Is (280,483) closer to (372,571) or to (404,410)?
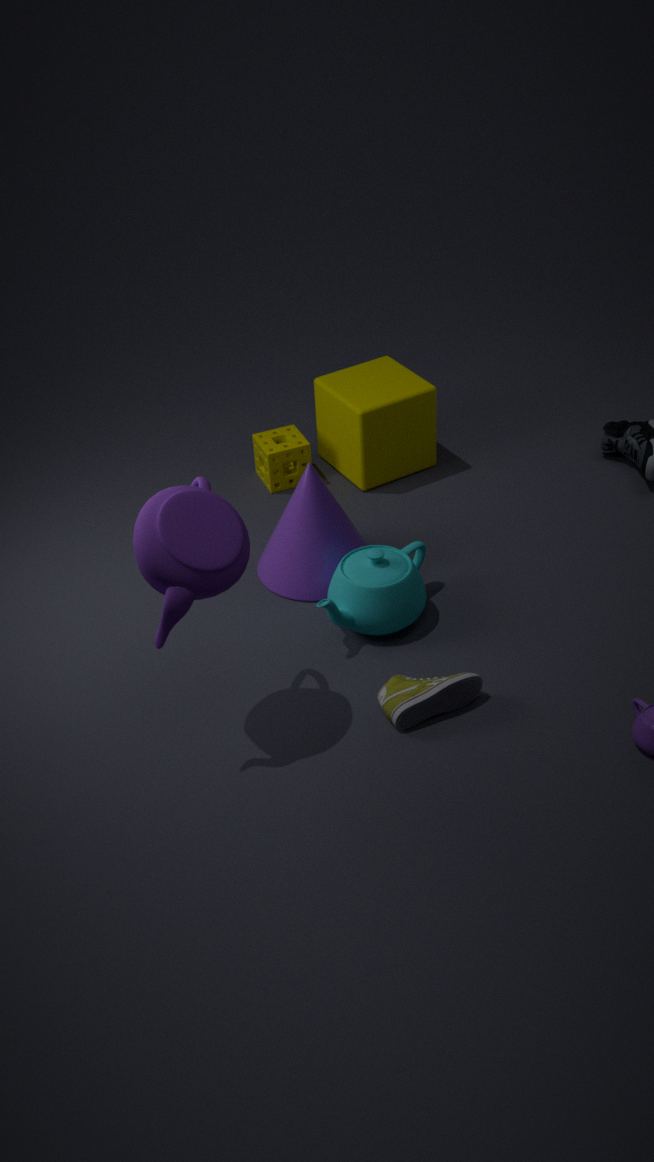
(404,410)
